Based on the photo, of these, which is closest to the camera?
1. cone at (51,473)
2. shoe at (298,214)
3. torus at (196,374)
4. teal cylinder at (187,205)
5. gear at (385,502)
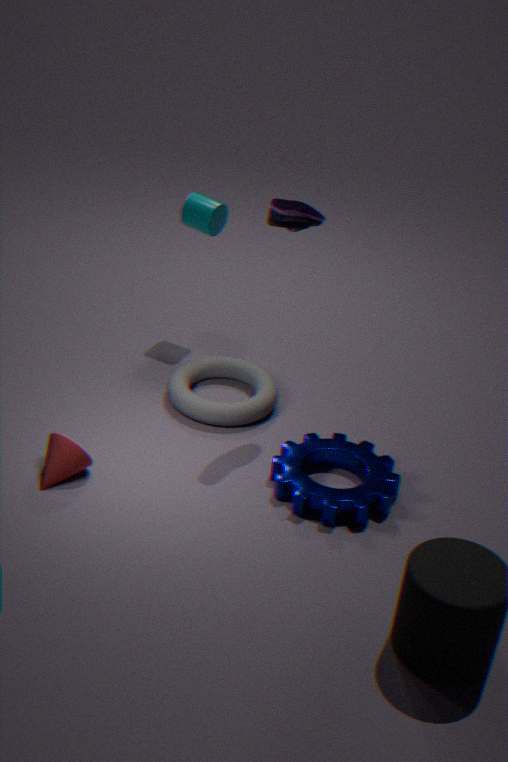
gear at (385,502)
